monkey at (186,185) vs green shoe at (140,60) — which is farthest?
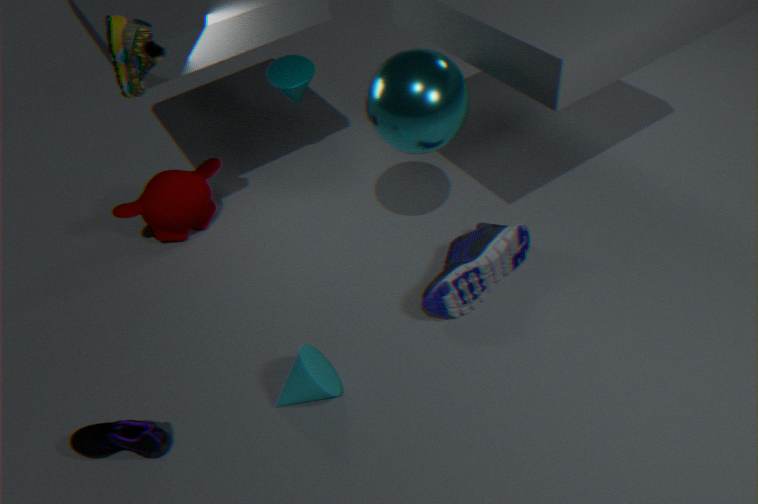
monkey at (186,185)
